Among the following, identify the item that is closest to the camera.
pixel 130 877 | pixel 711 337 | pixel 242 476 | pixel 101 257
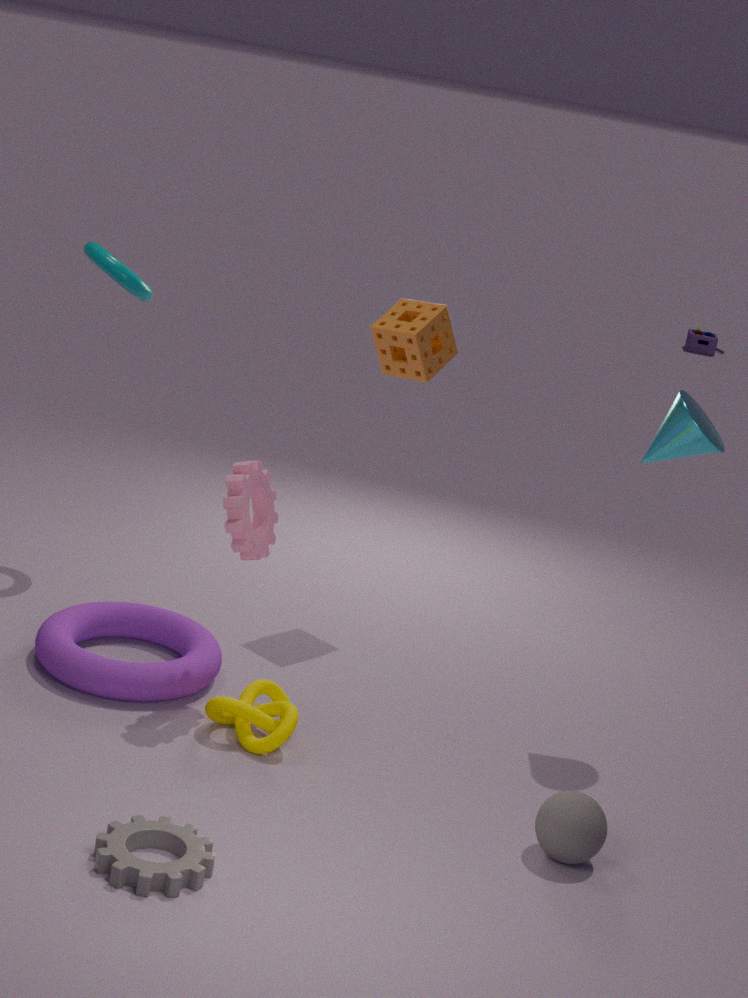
pixel 130 877
